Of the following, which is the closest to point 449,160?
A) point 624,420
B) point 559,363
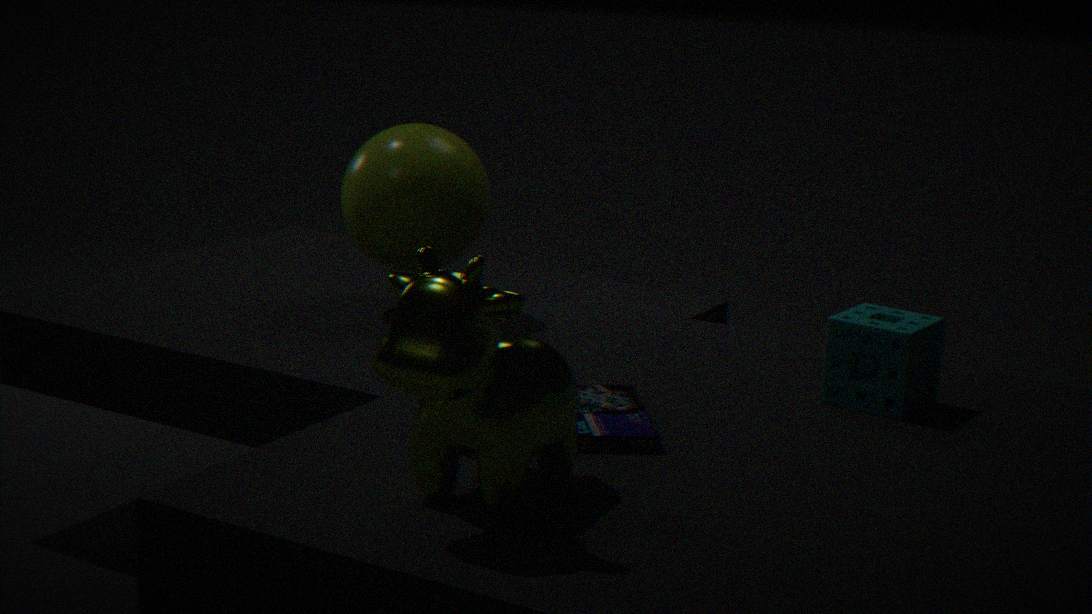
point 624,420
